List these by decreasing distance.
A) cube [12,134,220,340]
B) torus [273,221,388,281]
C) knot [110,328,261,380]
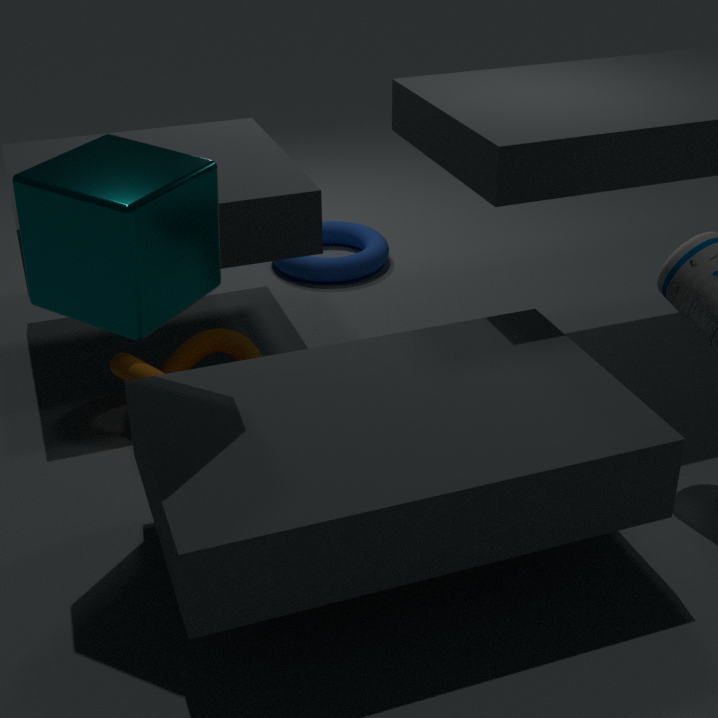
torus [273,221,388,281], knot [110,328,261,380], cube [12,134,220,340]
